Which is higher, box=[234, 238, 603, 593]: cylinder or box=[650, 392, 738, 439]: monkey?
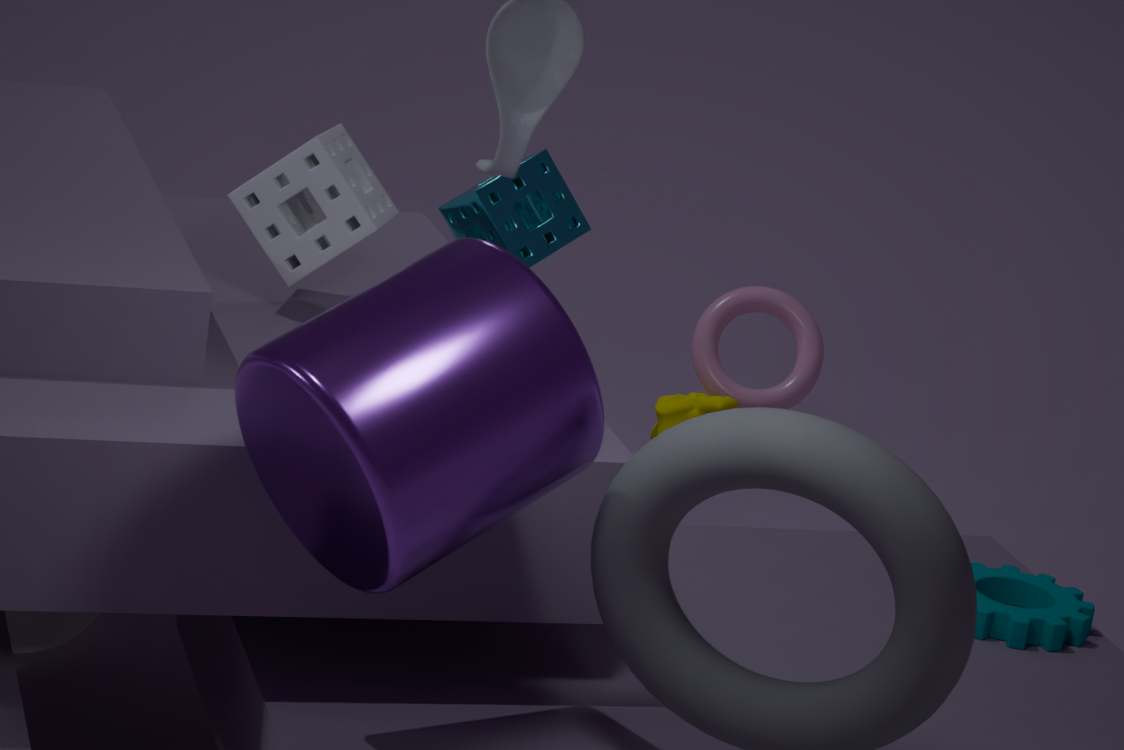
box=[234, 238, 603, 593]: cylinder
